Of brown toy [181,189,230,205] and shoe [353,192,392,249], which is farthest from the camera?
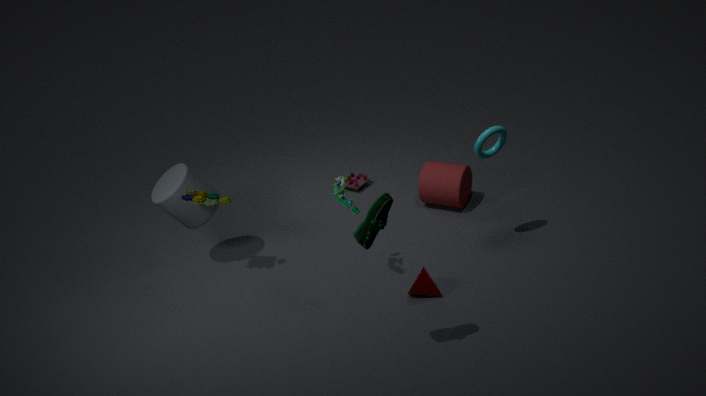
brown toy [181,189,230,205]
